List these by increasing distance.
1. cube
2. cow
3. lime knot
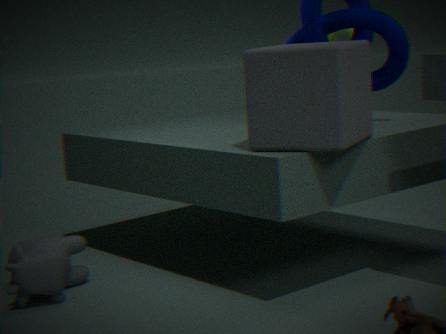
cube
cow
lime knot
